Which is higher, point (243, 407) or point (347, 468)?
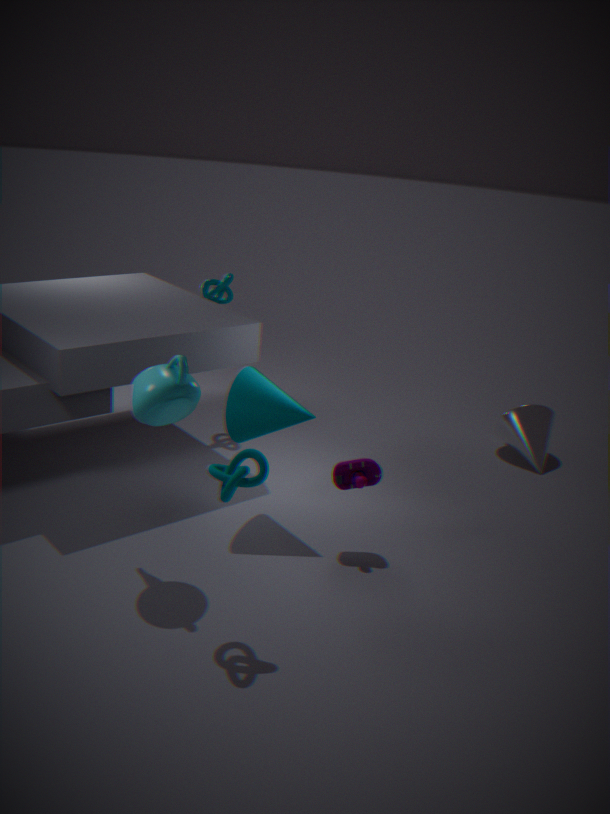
point (243, 407)
